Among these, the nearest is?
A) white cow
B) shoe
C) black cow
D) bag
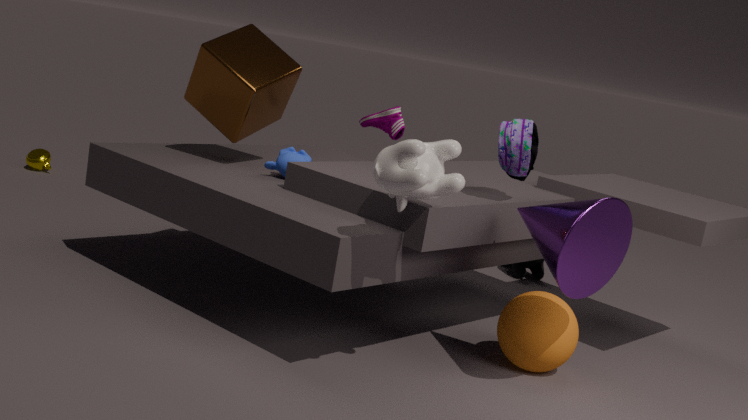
white cow
